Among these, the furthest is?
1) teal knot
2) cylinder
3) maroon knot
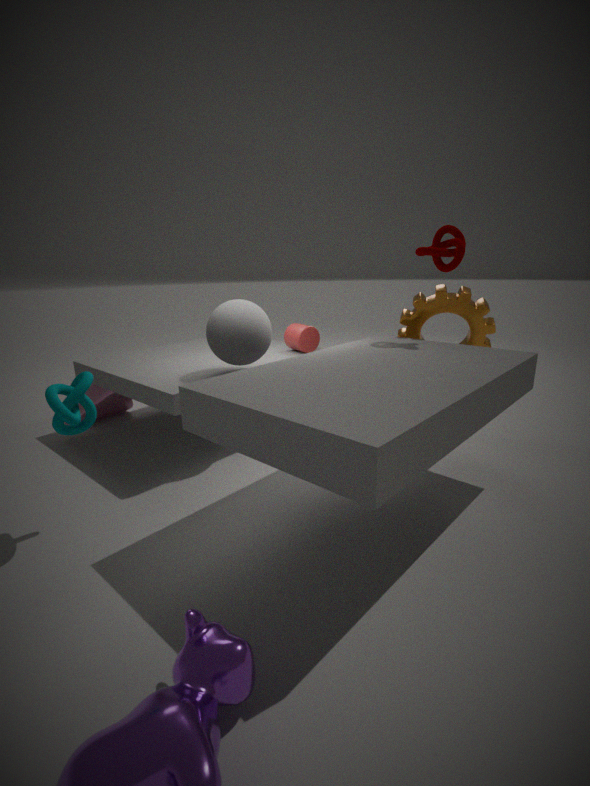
2. cylinder
